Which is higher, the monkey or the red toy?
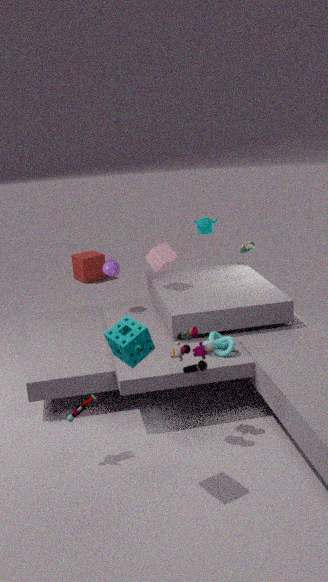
the monkey
